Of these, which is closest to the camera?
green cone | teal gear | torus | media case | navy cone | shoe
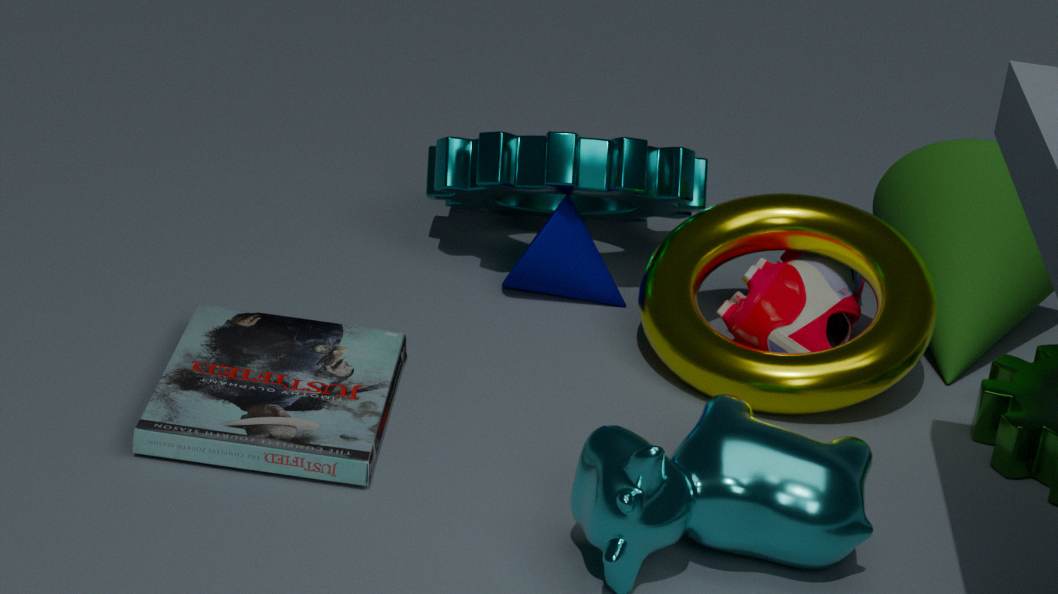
media case
